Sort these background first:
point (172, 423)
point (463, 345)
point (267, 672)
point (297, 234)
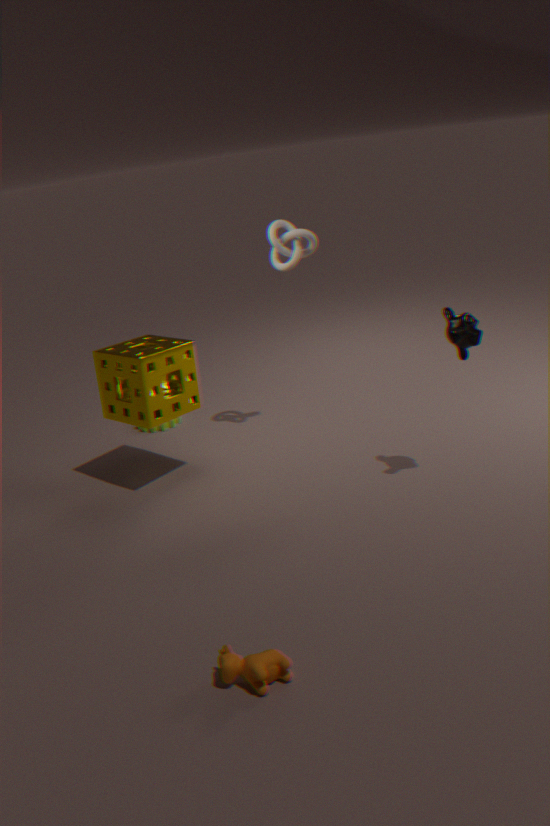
point (172, 423) → point (297, 234) → point (463, 345) → point (267, 672)
